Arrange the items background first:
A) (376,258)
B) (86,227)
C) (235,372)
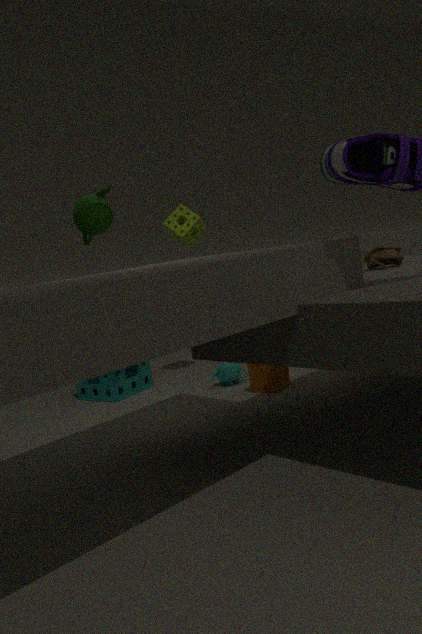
(235,372) → (376,258) → (86,227)
